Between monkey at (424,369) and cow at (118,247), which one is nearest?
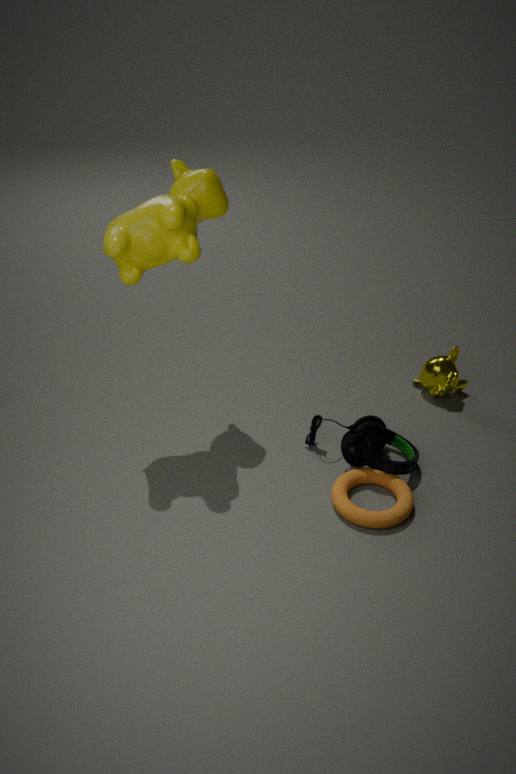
cow at (118,247)
